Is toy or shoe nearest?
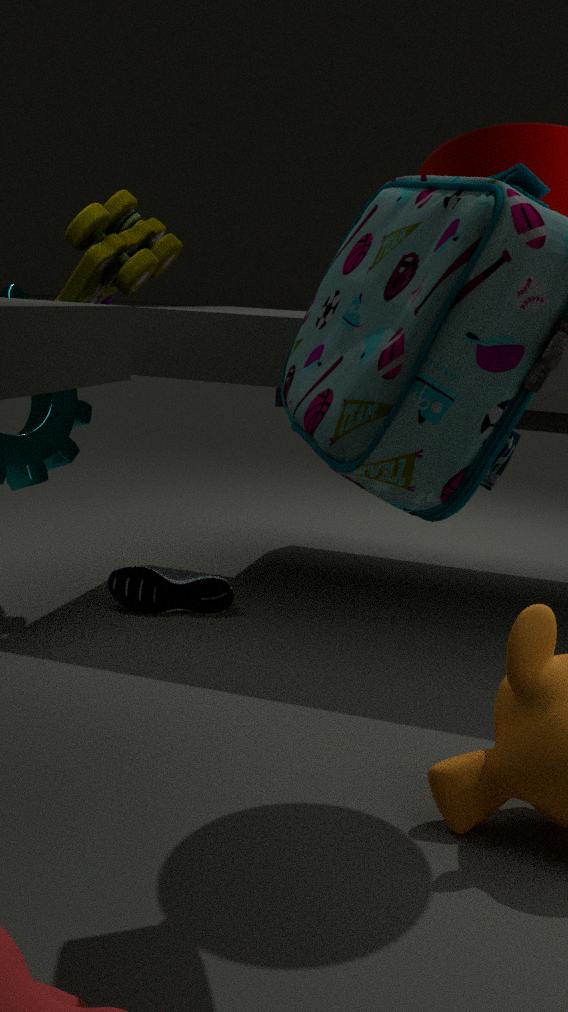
toy
